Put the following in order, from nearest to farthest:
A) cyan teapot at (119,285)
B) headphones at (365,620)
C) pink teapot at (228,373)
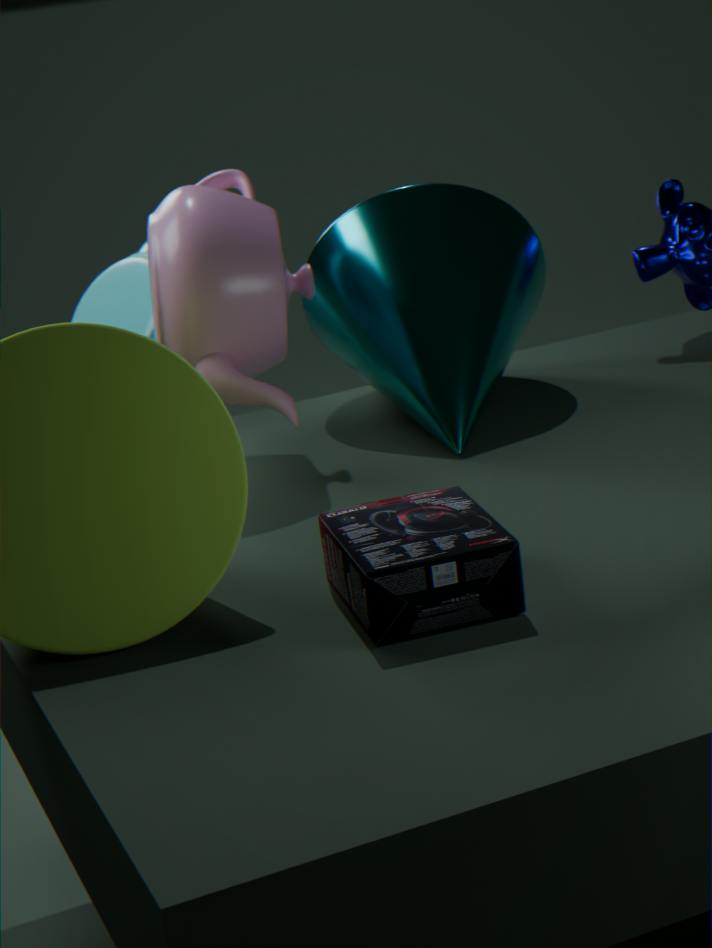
headphones at (365,620), pink teapot at (228,373), cyan teapot at (119,285)
